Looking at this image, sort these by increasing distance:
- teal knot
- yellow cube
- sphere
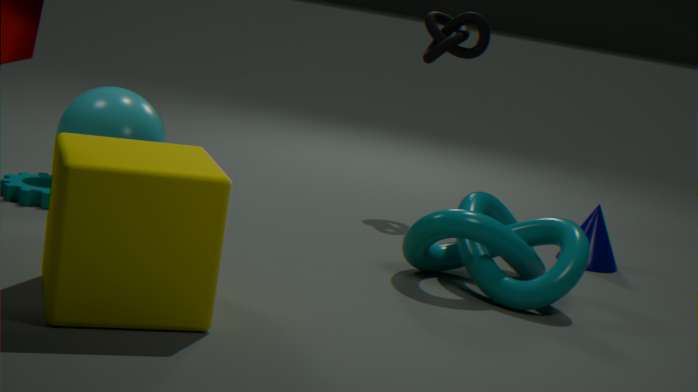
yellow cube
teal knot
sphere
